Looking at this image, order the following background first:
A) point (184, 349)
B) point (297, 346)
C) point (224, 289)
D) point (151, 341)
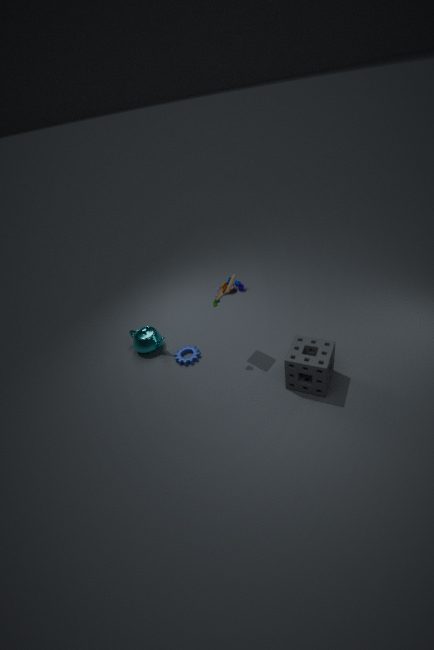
point (151, 341) → point (184, 349) → point (224, 289) → point (297, 346)
